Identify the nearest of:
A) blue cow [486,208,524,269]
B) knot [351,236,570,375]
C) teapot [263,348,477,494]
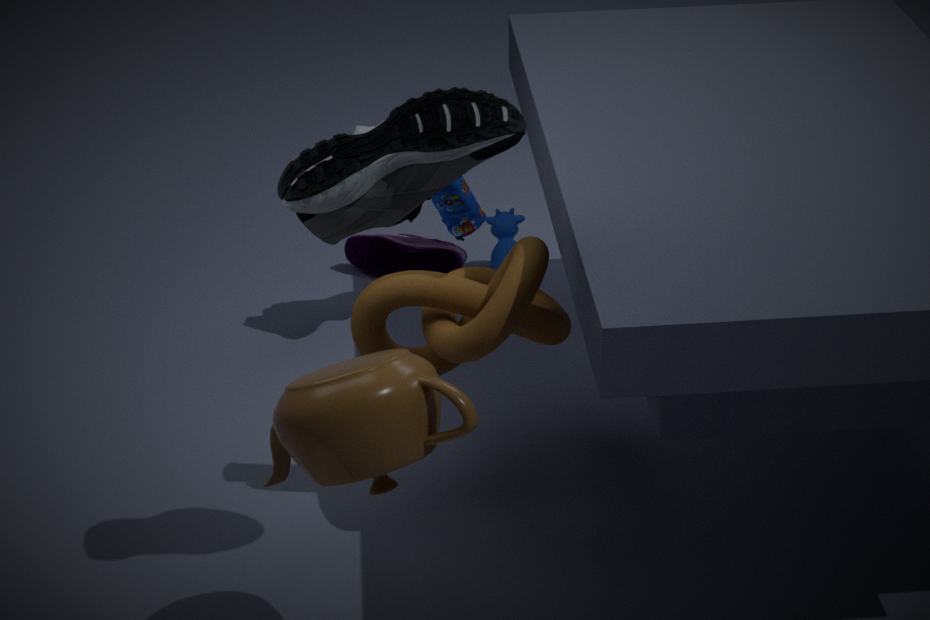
teapot [263,348,477,494]
